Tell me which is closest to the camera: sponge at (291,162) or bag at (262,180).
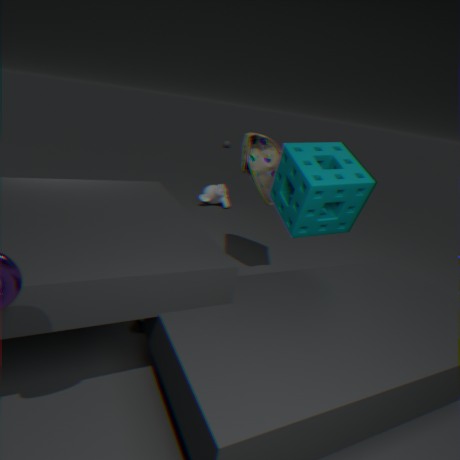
sponge at (291,162)
